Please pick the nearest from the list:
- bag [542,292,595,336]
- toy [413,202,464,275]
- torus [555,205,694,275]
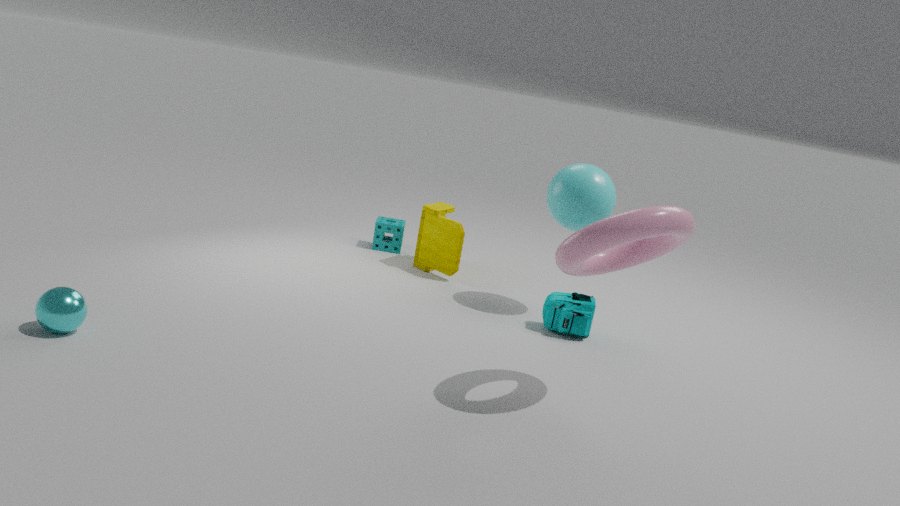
torus [555,205,694,275]
